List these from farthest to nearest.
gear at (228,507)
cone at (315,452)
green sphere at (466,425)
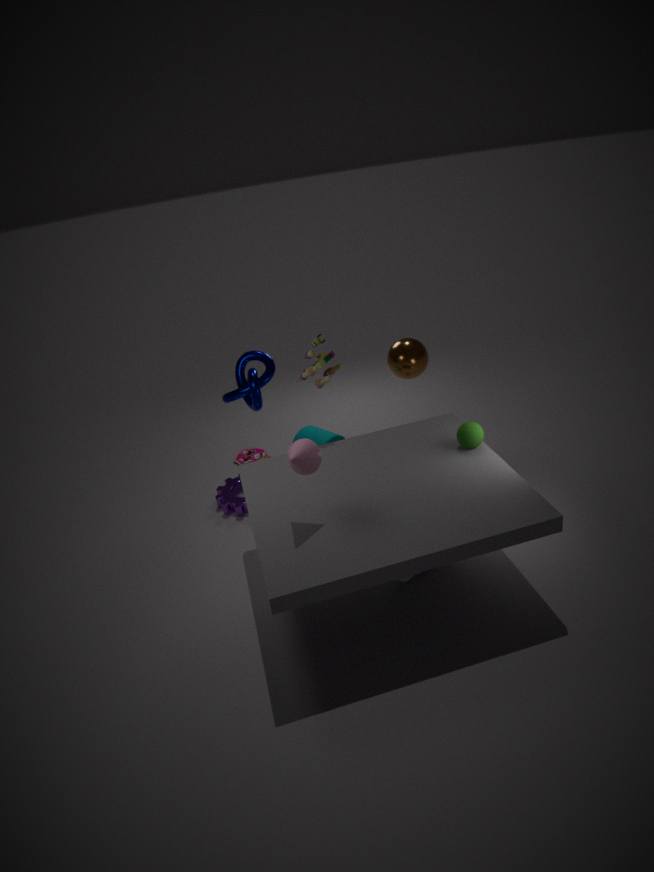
gear at (228,507) → green sphere at (466,425) → cone at (315,452)
